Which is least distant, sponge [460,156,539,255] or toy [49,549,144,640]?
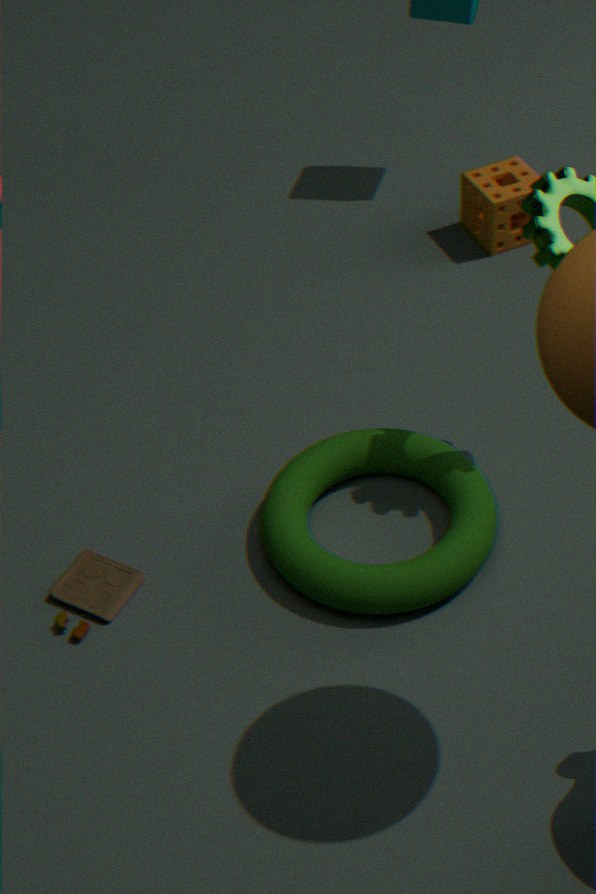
toy [49,549,144,640]
